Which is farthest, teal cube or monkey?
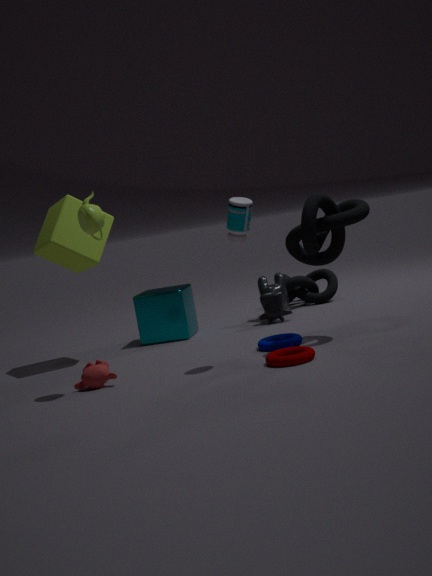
teal cube
